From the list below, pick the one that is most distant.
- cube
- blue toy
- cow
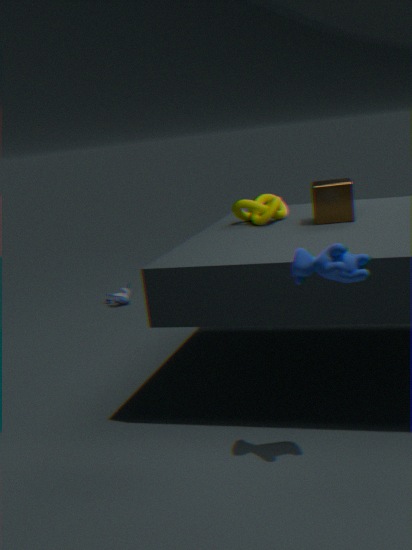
blue toy
